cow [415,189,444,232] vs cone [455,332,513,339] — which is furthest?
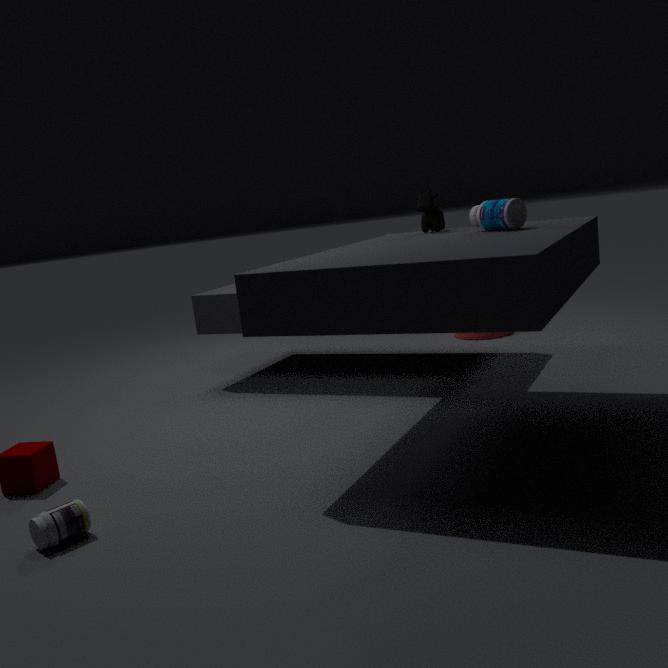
cone [455,332,513,339]
